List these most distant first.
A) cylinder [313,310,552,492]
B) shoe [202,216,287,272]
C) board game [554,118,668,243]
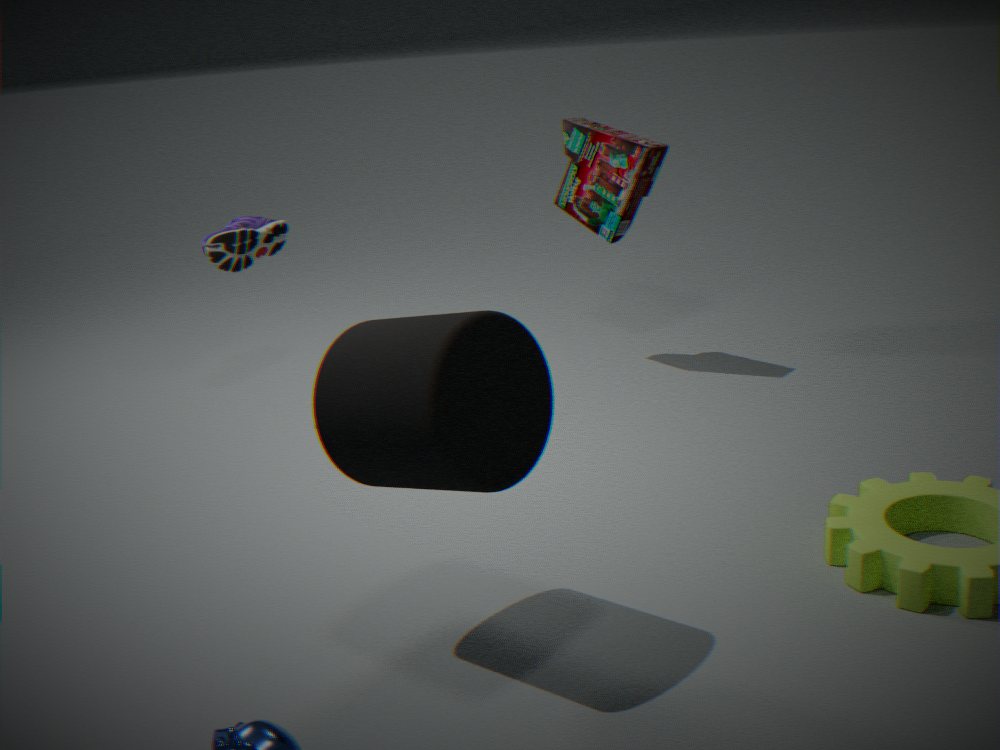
board game [554,118,668,243] < shoe [202,216,287,272] < cylinder [313,310,552,492]
